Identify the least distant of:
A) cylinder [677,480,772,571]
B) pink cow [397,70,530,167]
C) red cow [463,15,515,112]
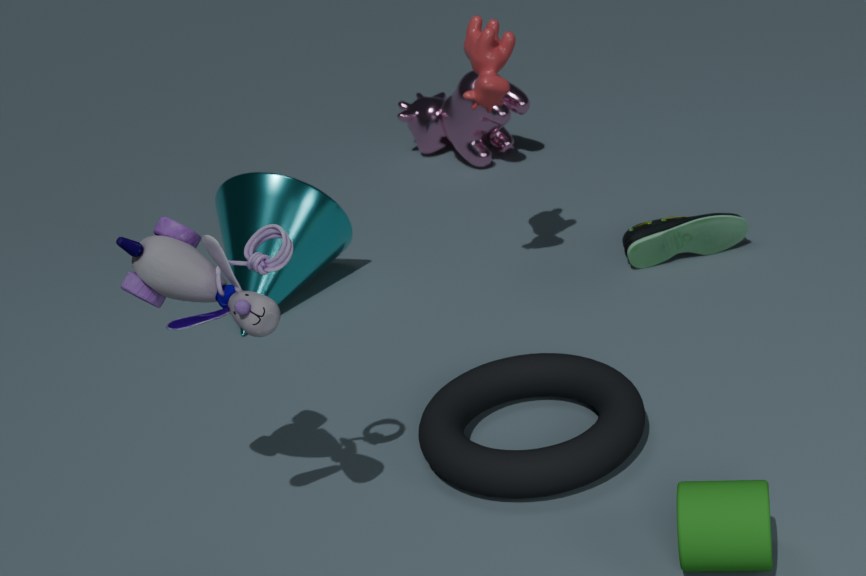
cylinder [677,480,772,571]
